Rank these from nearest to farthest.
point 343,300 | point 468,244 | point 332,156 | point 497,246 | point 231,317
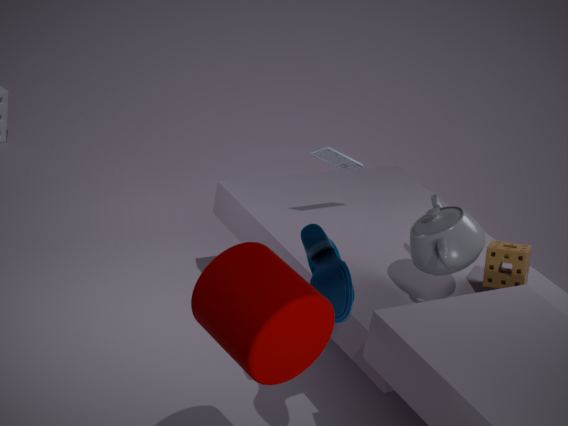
point 231,317
point 343,300
point 468,244
point 497,246
point 332,156
